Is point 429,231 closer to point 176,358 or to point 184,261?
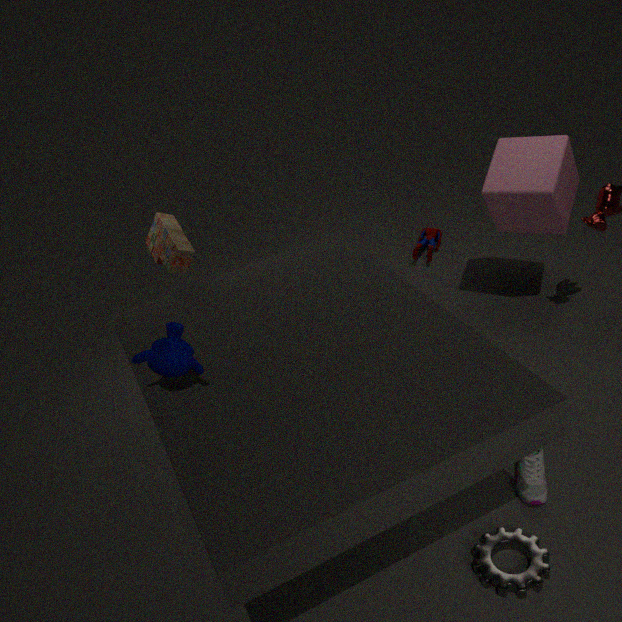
point 184,261
